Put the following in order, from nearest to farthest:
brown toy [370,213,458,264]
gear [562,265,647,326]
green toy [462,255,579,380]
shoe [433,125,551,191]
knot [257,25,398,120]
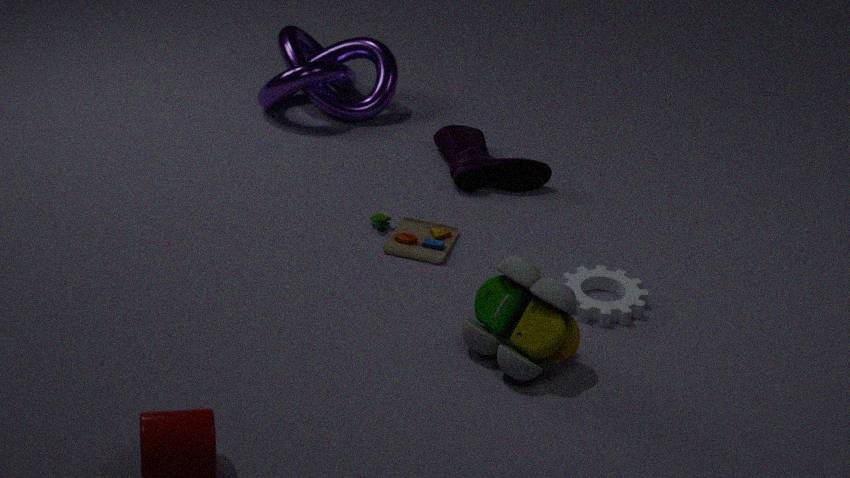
green toy [462,255,579,380] → gear [562,265,647,326] → brown toy [370,213,458,264] → shoe [433,125,551,191] → knot [257,25,398,120]
